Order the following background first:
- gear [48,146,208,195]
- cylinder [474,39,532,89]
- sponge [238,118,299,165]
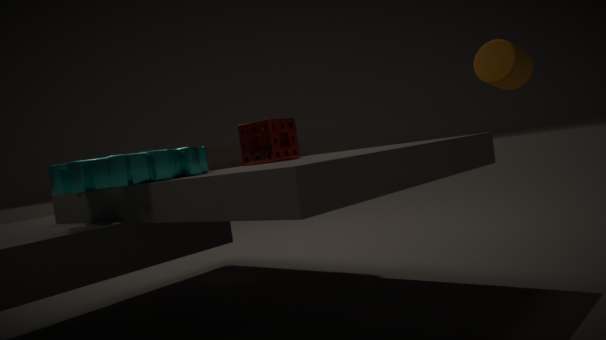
sponge [238,118,299,165], cylinder [474,39,532,89], gear [48,146,208,195]
